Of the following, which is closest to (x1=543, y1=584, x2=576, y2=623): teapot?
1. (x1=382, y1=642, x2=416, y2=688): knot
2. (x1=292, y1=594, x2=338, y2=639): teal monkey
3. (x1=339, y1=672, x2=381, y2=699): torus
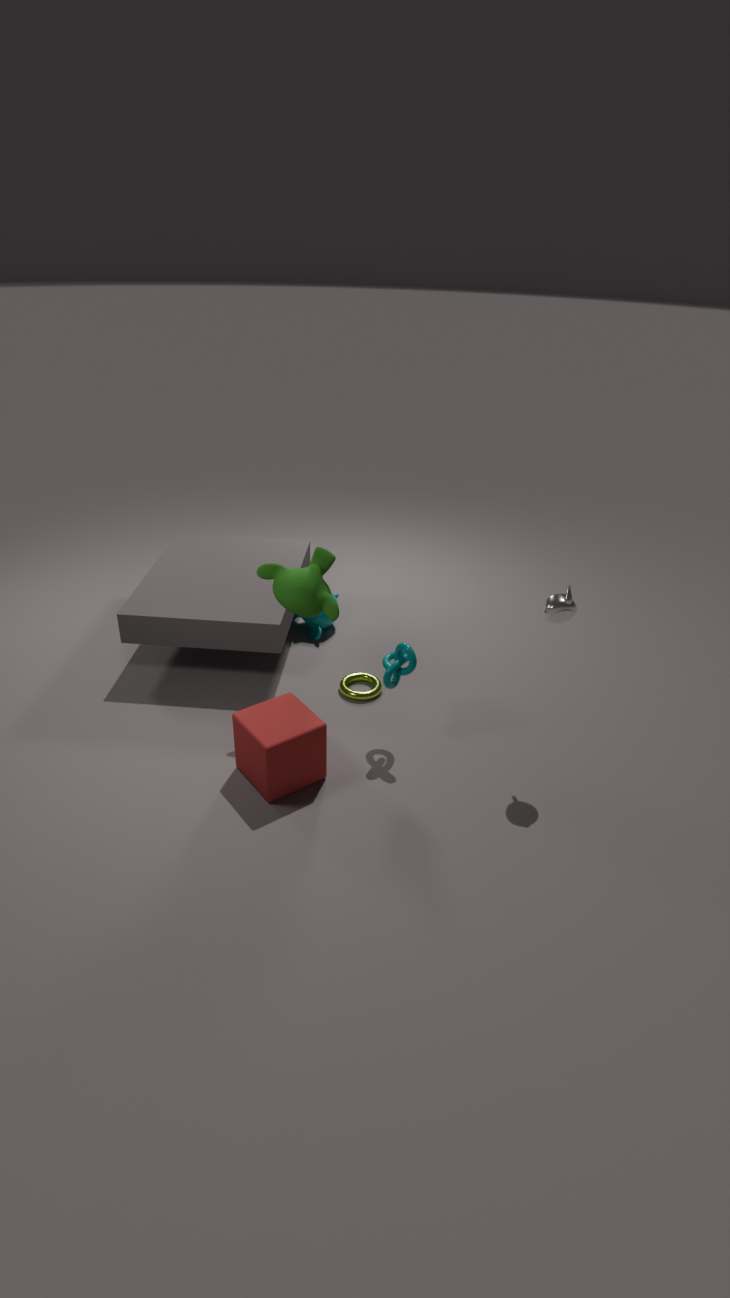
(x1=382, y1=642, x2=416, y2=688): knot
